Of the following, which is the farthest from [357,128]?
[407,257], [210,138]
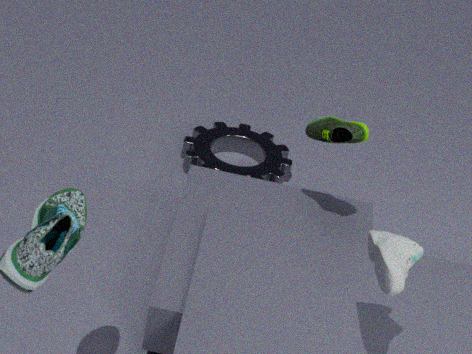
[210,138]
